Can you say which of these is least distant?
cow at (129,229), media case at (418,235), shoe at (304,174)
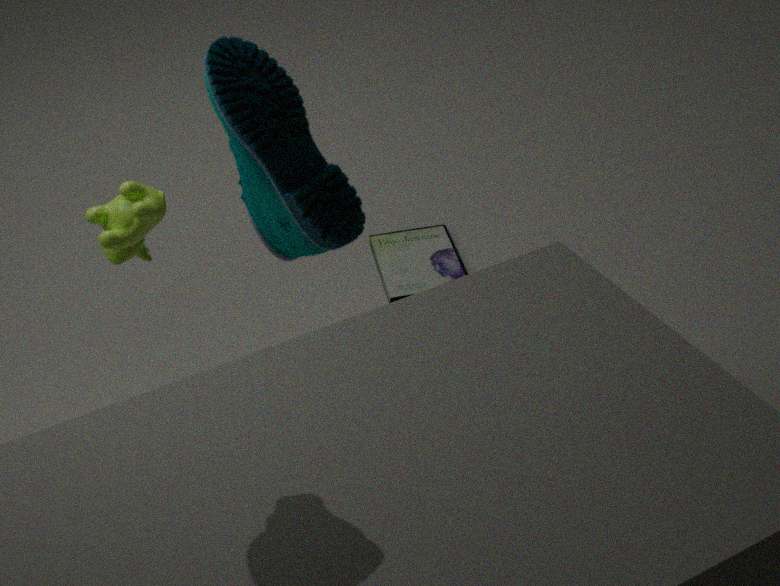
shoe at (304,174)
